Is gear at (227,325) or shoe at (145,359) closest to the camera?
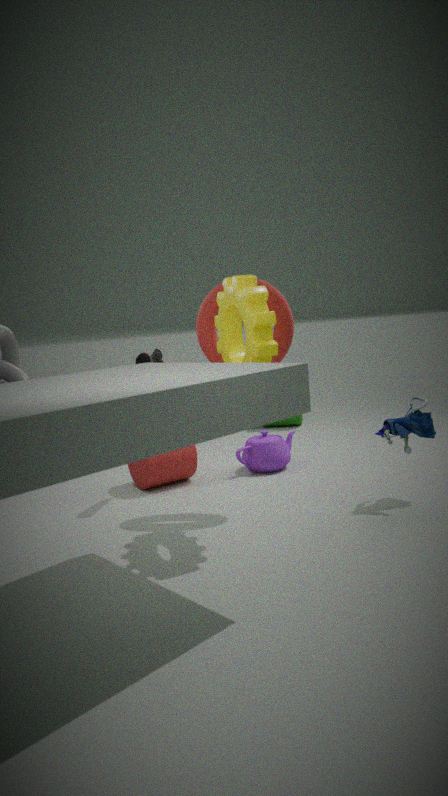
gear at (227,325)
